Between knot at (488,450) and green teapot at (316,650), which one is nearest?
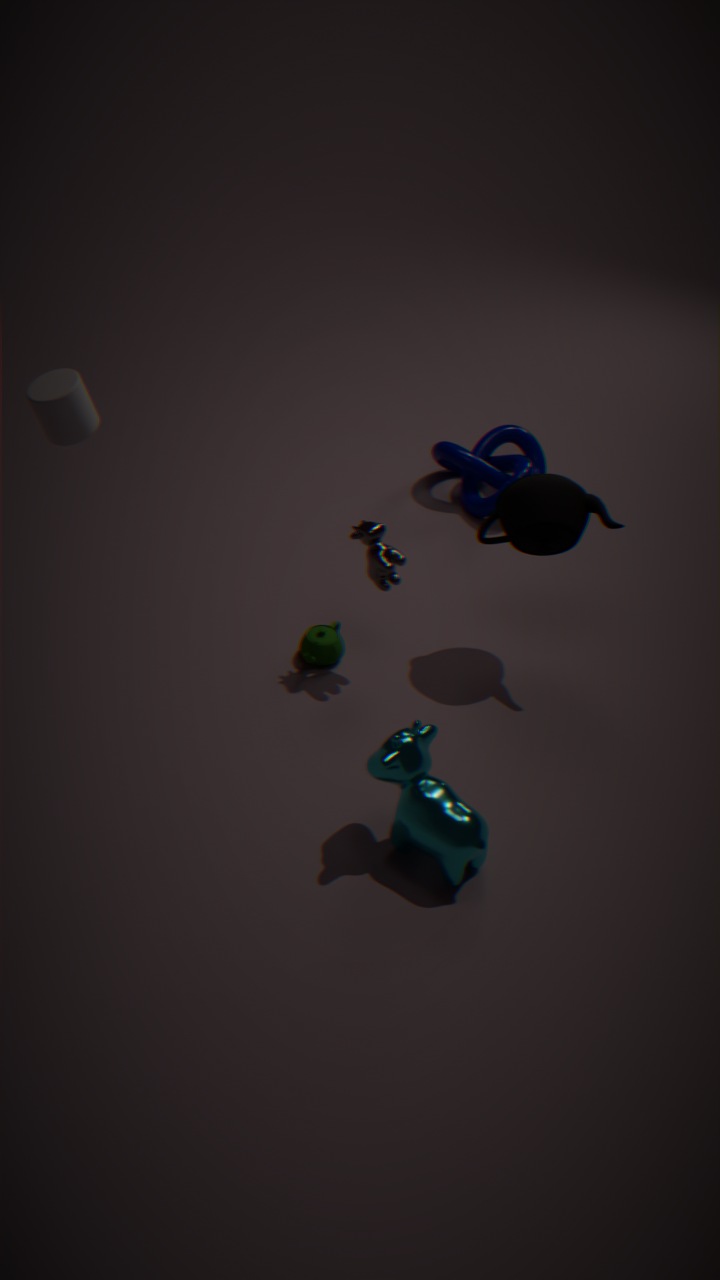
green teapot at (316,650)
